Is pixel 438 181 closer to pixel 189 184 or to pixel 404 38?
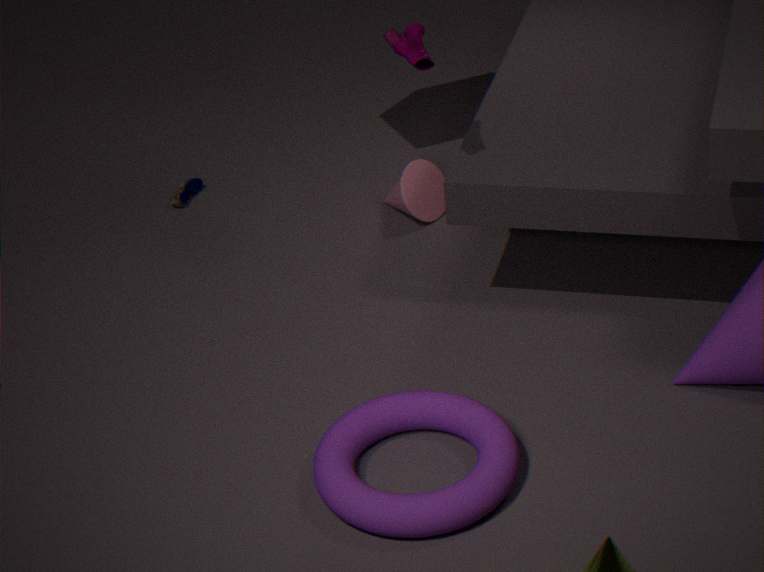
pixel 189 184
